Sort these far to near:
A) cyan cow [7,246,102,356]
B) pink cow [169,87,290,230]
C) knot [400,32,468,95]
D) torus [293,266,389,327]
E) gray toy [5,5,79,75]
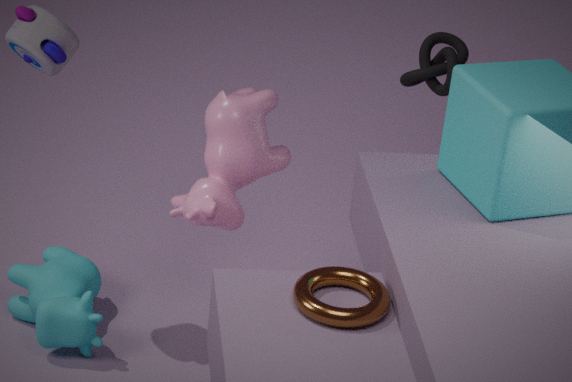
1. knot [400,32,468,95]
2. cyan cow [7,246,102,356]
3. pink cow [169,87,290,230]
4. gray toy [5,5,79,75]
5. torus [293,266,389,327]
